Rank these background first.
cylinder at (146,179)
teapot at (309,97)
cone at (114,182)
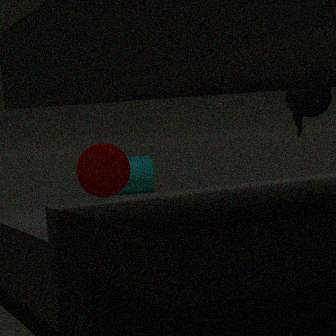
cylinder at (146,179), cone at (114,182), teapot at (309,97)
